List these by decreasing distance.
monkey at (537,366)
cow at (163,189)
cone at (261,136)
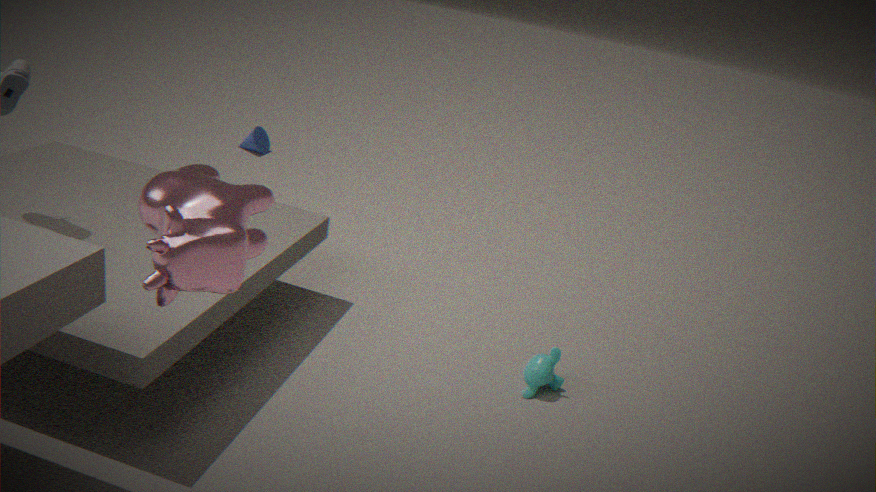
cone at (261,136) → monkey at (537,366) → cow at (163,189)
